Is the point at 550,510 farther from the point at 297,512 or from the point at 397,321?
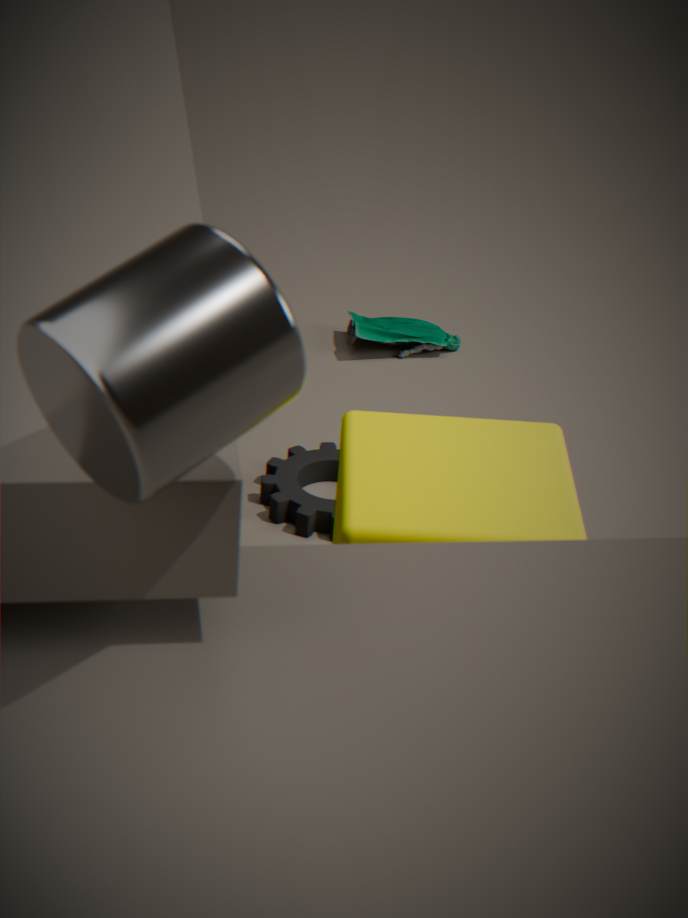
the point at 397,321
